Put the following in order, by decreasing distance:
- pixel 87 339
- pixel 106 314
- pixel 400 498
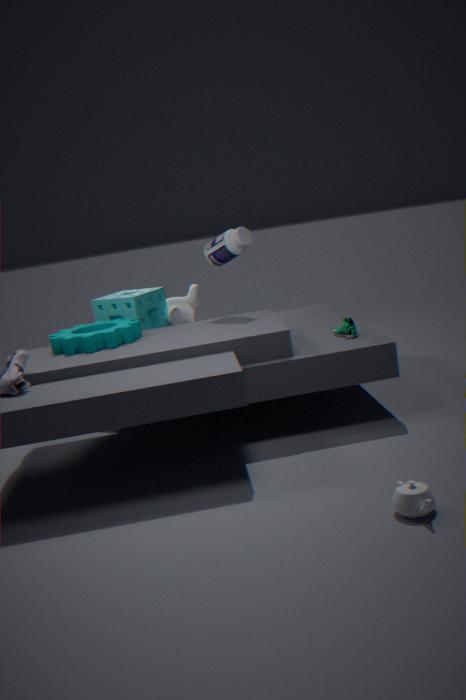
pixel 106 314
pixel 87 339
pixel 400 498
